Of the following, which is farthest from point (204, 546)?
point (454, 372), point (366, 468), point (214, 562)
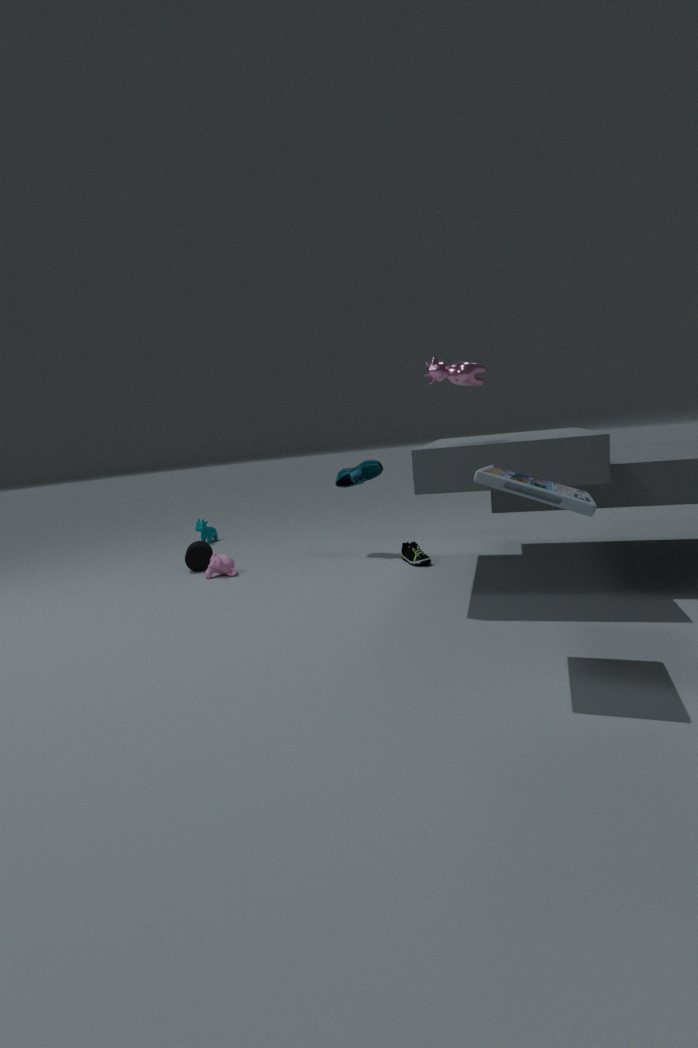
point (454, 372)
